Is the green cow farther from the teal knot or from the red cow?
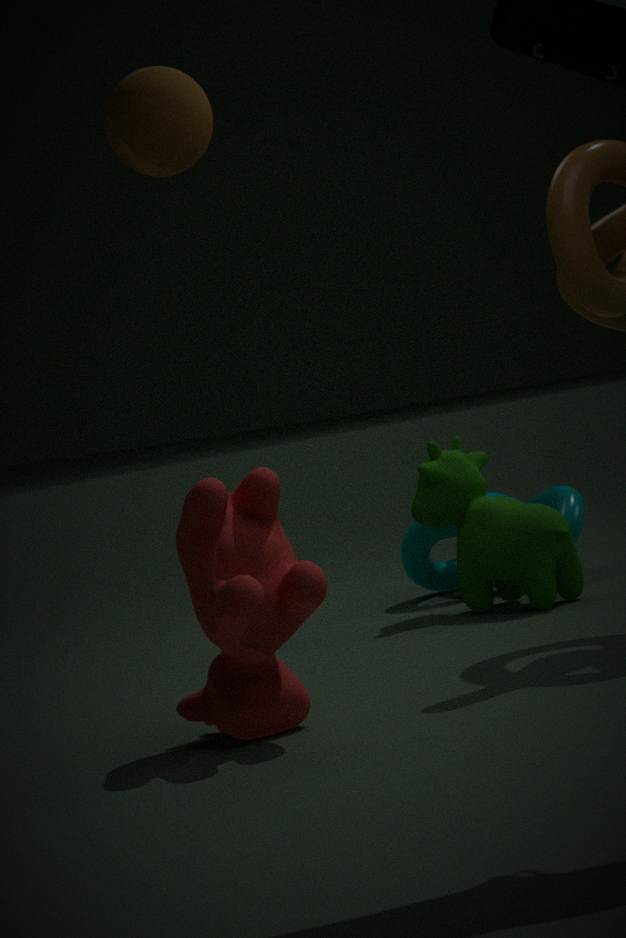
the red cow
